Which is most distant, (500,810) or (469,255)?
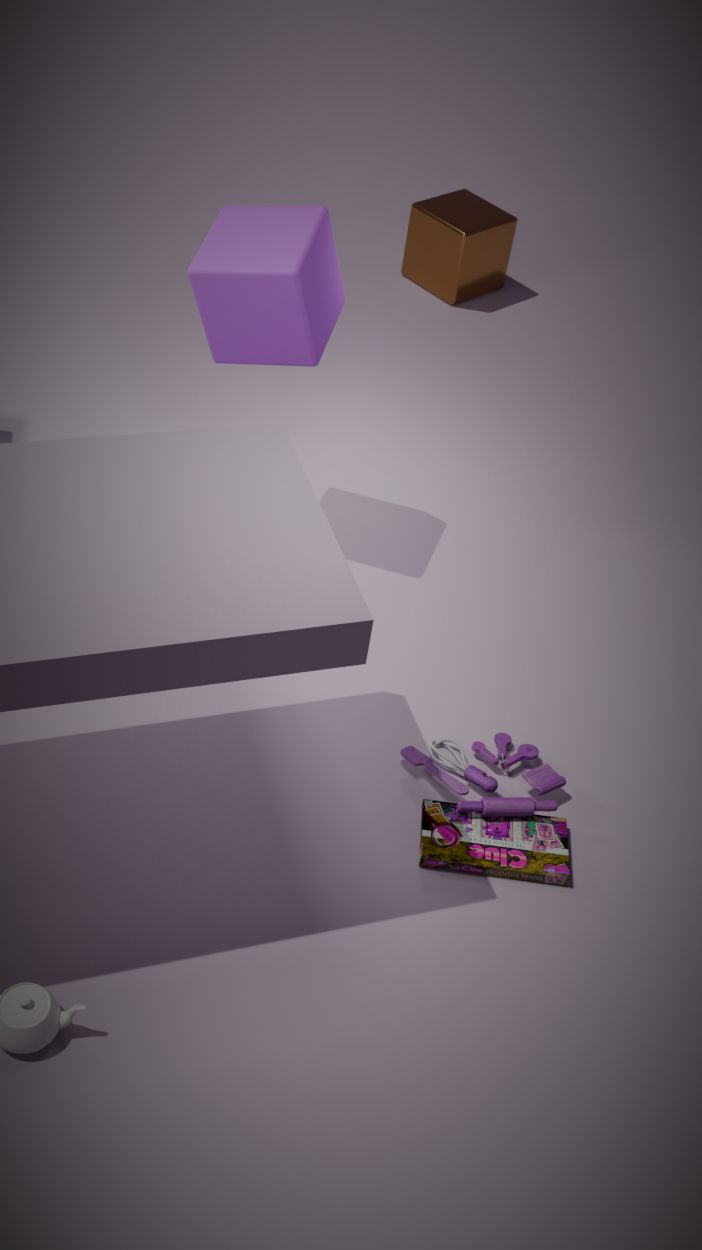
(469,255)
